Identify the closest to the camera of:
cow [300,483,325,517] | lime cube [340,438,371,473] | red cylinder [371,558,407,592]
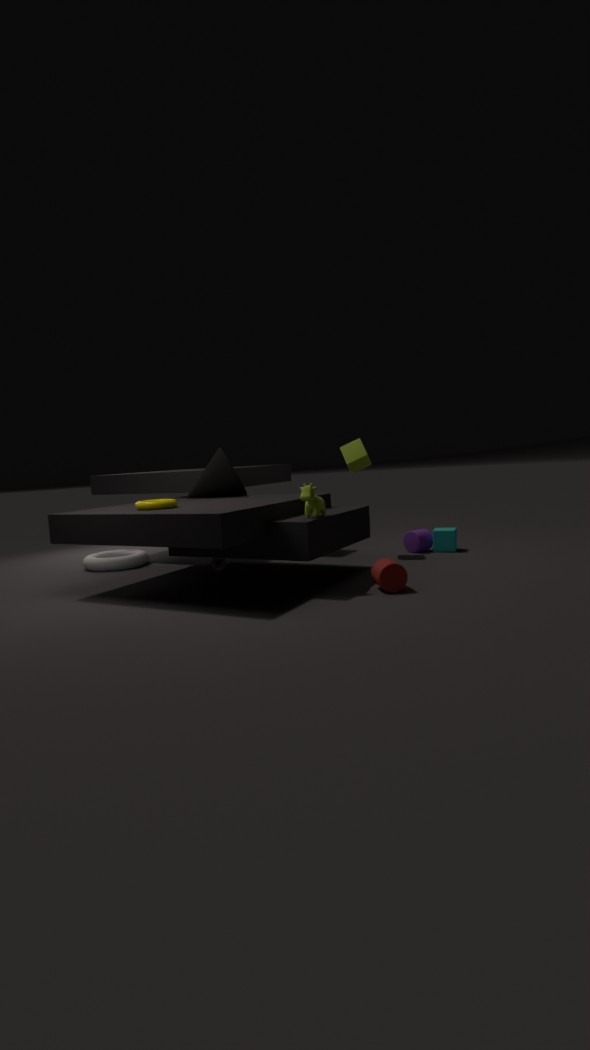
red cylinder [371,558,407,592]
